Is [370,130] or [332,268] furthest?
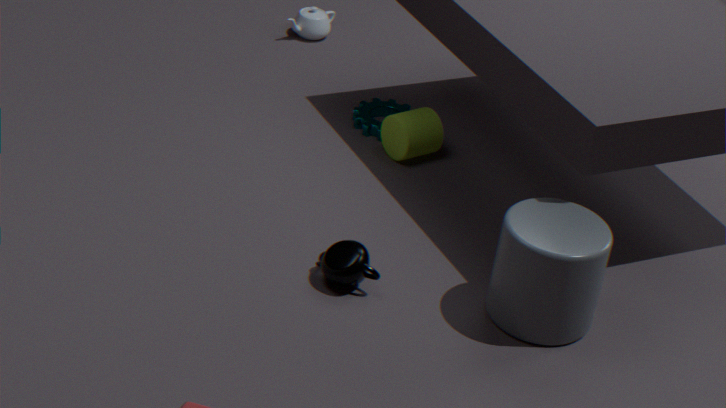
[370,130]
